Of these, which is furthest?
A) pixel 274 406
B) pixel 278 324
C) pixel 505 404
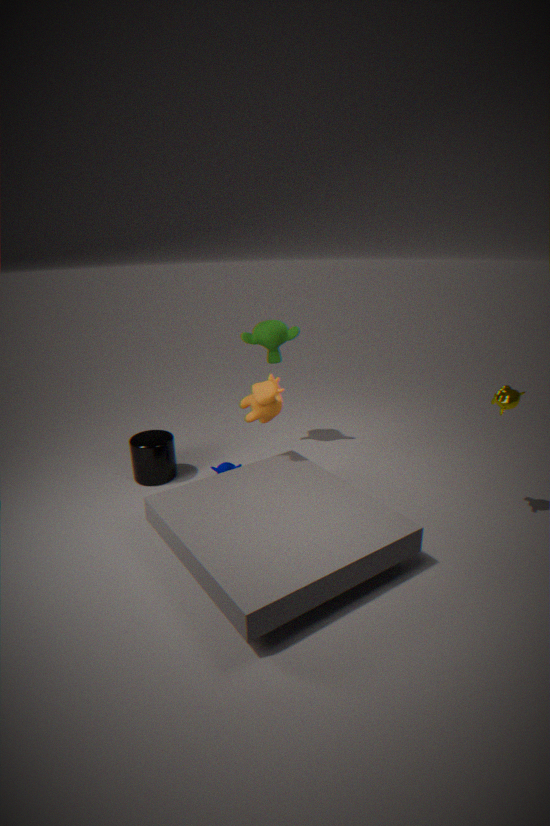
pixel 278 324
